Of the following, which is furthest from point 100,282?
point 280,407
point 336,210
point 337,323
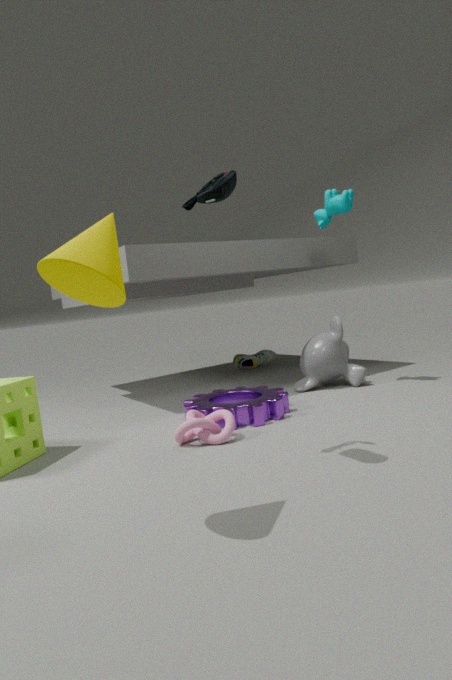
point 337,323
